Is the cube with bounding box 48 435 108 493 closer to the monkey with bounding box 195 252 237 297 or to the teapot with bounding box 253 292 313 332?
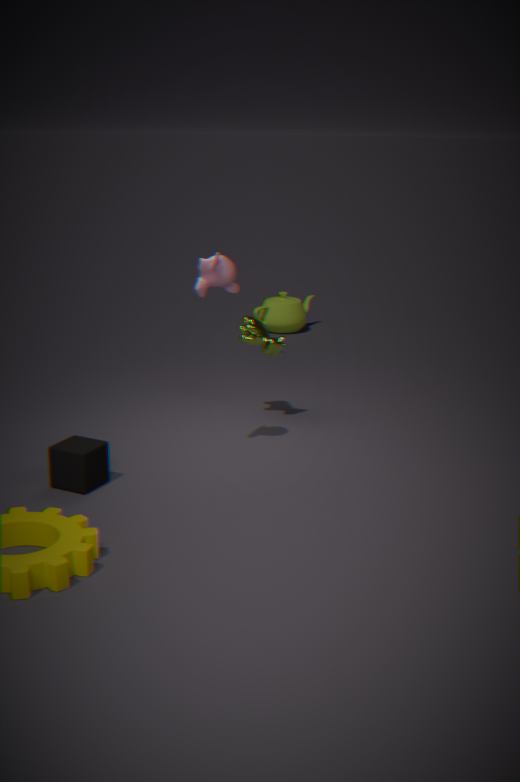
the monkey with bounding box 195 252 237 297
